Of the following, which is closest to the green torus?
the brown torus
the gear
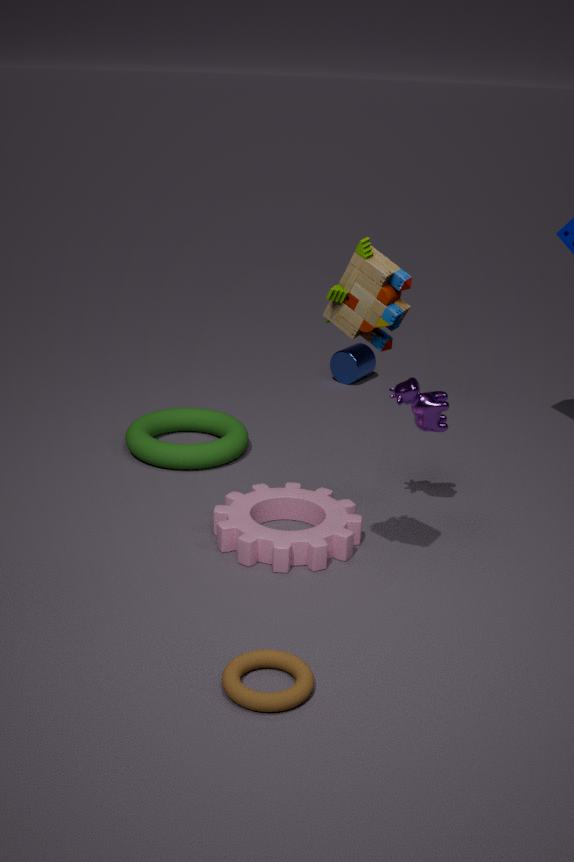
the gear
